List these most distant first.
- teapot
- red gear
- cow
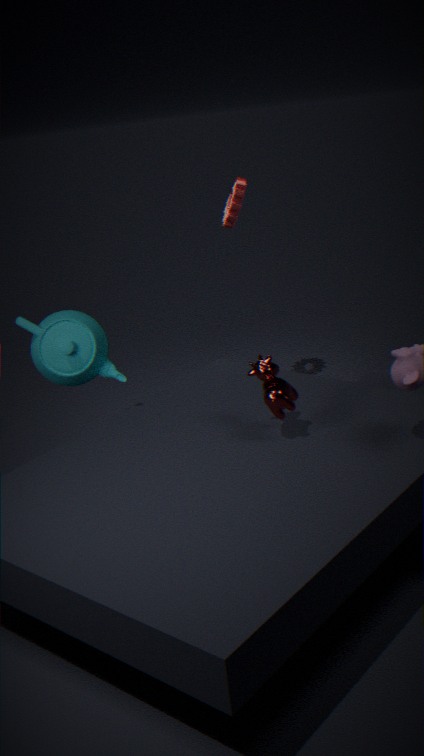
1. red gear
2. teapot
3. cow
